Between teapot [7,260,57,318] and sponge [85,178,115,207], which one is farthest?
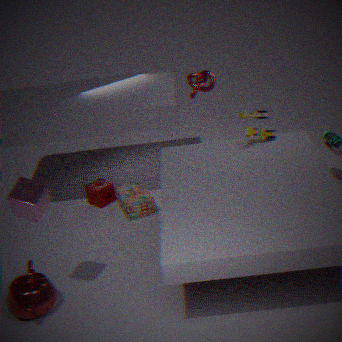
sponge [85,178,115,207]
